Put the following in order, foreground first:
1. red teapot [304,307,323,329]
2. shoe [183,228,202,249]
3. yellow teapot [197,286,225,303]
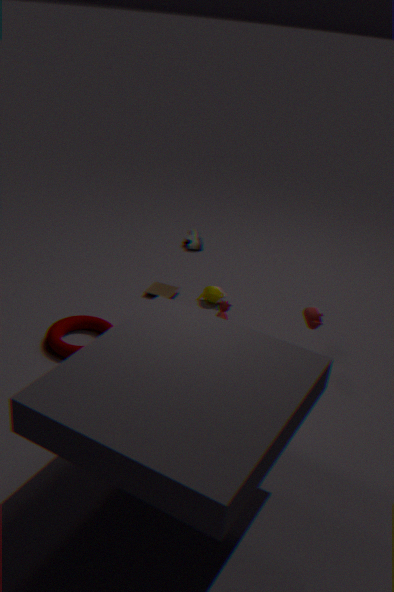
red teapot [304,307,323,329] < yellow teapot [197,286,225,303] < shoe [183,228,202,249]
